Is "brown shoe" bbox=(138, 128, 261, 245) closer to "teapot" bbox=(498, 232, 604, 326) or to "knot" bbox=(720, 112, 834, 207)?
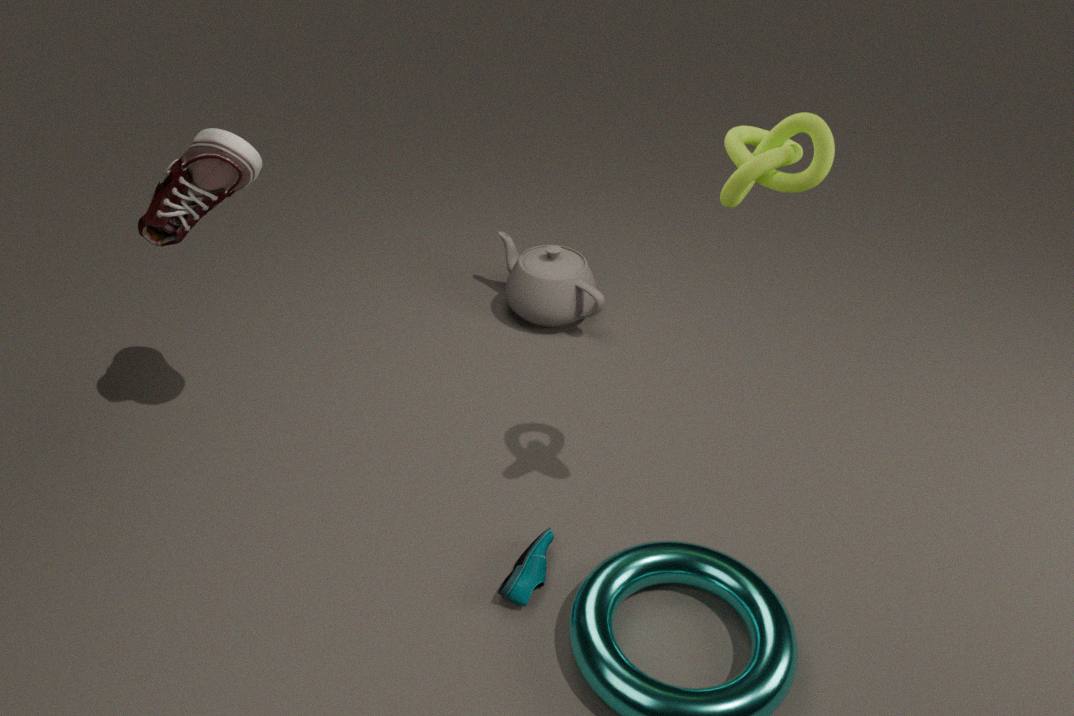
"teapot" bbox=(498, 232, 604, 326)
